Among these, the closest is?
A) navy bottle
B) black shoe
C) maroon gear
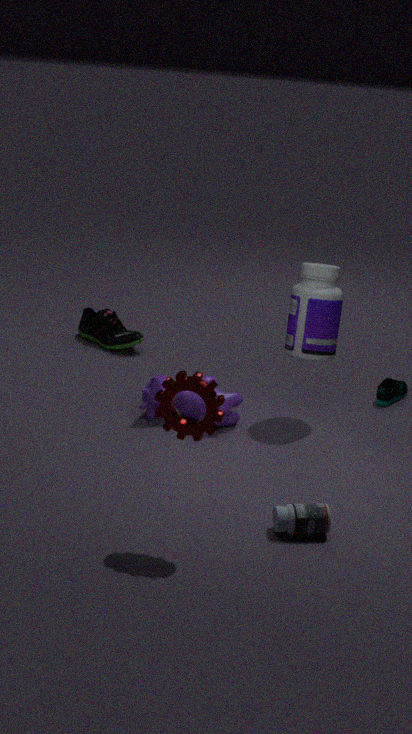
maroon gear
